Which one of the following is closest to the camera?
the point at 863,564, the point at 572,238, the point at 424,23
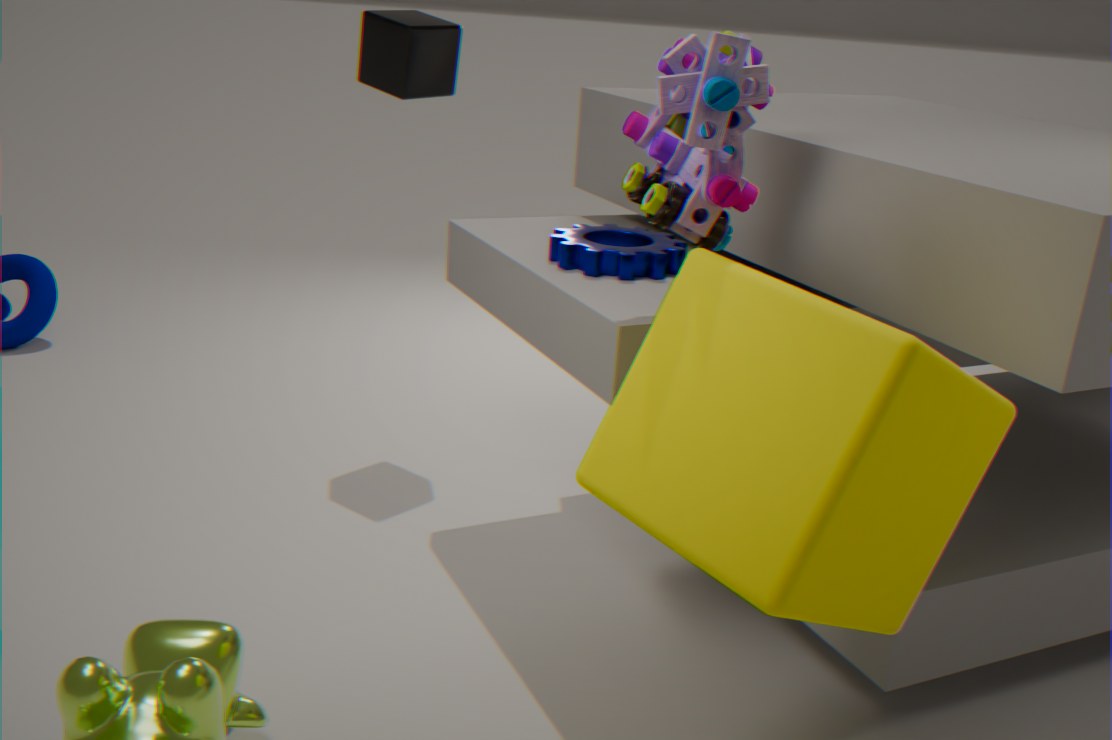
the point at 863,564
